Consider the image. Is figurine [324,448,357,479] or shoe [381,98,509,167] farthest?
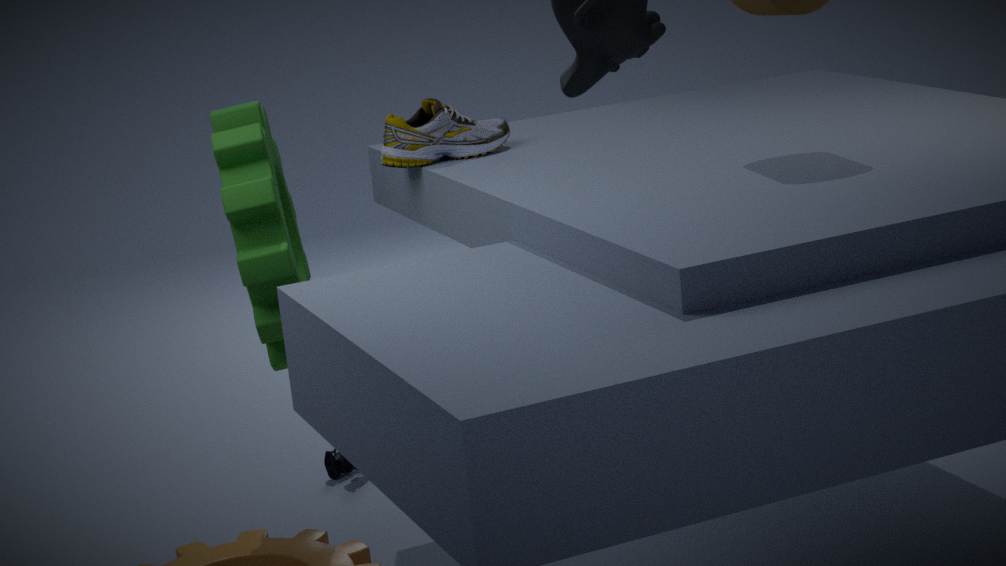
figurine [324,448,357,479]
